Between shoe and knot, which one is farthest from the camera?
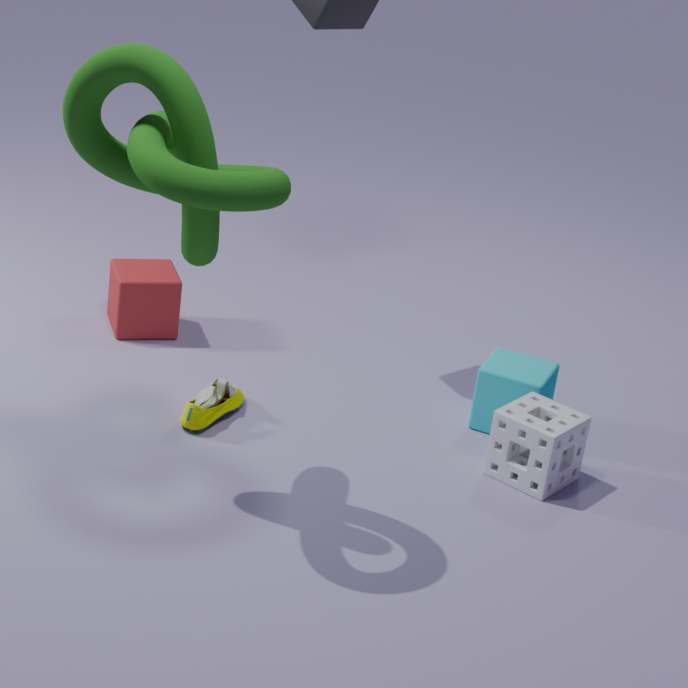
shoe
